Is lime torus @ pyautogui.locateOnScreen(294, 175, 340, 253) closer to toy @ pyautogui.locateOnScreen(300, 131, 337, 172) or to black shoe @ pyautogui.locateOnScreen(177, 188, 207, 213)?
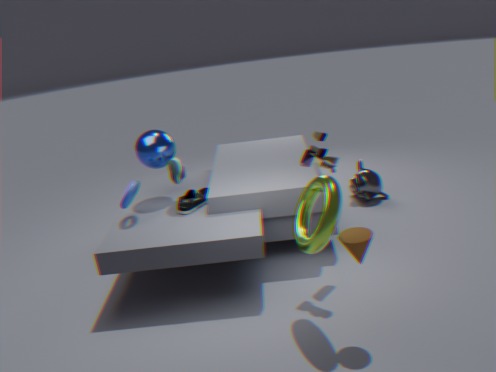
toy @ pyautogui.locateOnScreen(300, 131, 337, 172)
